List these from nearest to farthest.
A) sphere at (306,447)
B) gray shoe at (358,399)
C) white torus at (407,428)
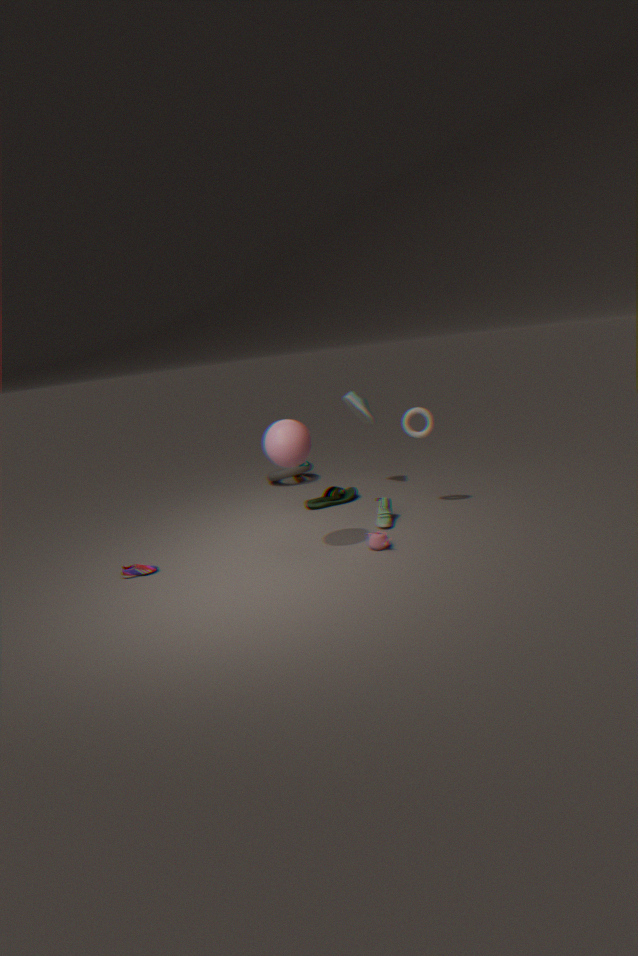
sphere at (306,447) < white torus at (407,428) < gray shoe at (358,399)
